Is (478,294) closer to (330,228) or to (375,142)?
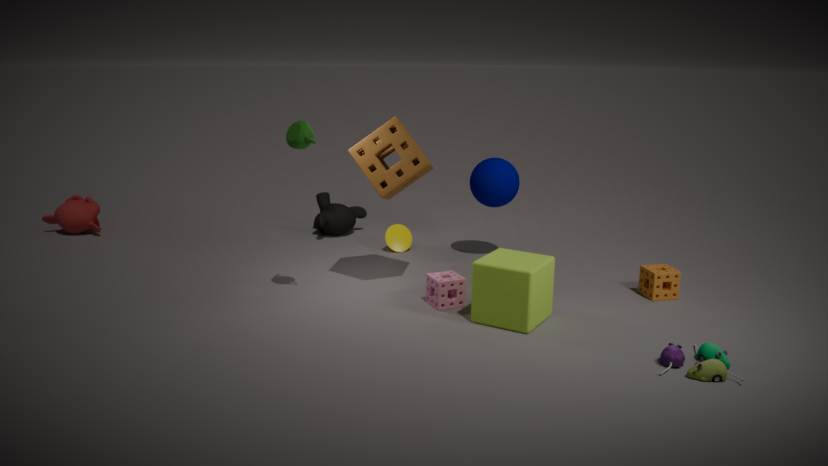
(375,142)
